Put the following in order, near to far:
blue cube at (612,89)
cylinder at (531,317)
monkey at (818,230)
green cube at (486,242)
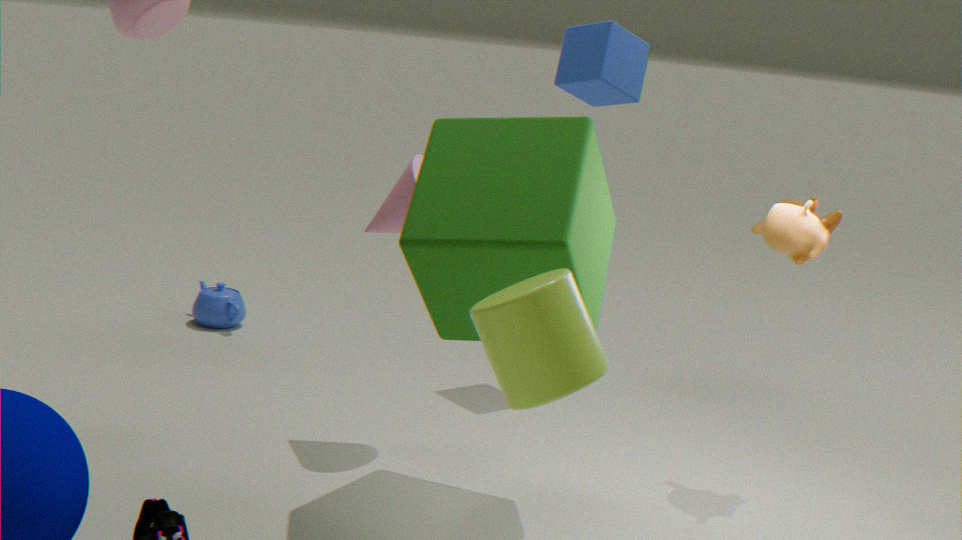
cylinder at (531,317), green cube at (486,242), monkey at (818,230), blue cube at (612,89)
